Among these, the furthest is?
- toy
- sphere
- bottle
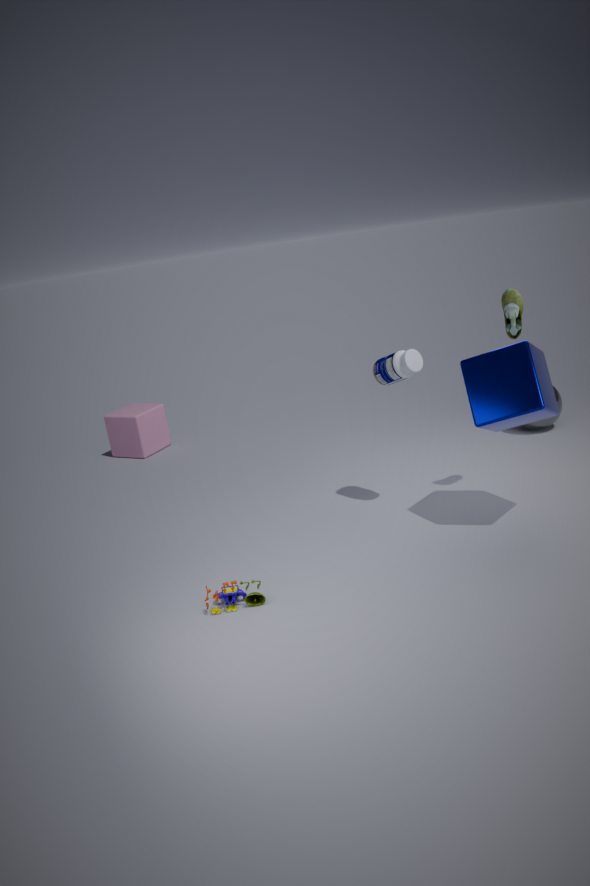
sphere
